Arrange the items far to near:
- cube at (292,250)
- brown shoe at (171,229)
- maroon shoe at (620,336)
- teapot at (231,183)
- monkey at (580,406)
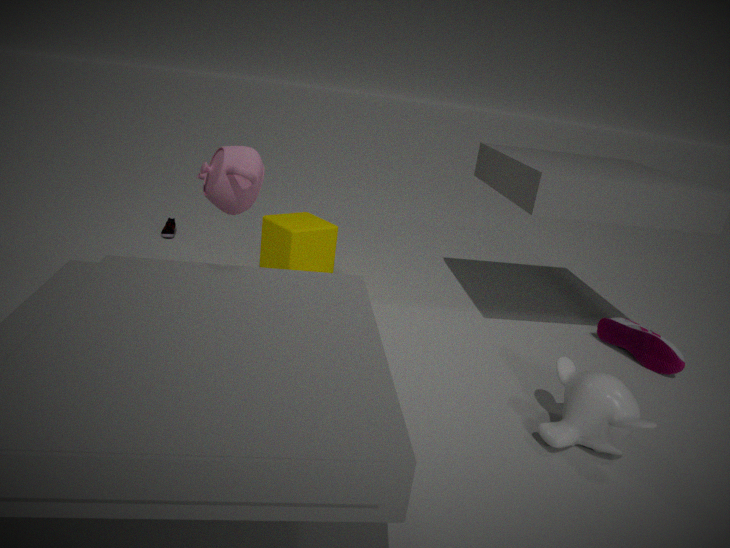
brown shoe at (171,229)
cube at (292,250)
maroon shoe at (620,336)
teapot at (231,183)
monkey at (580,406)
